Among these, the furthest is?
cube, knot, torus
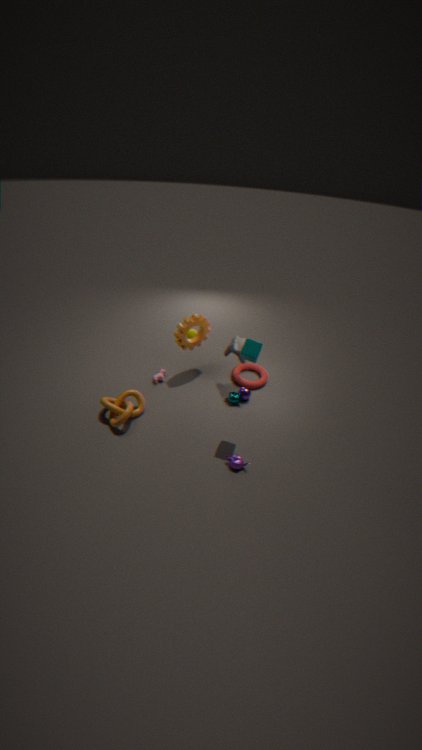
torus
